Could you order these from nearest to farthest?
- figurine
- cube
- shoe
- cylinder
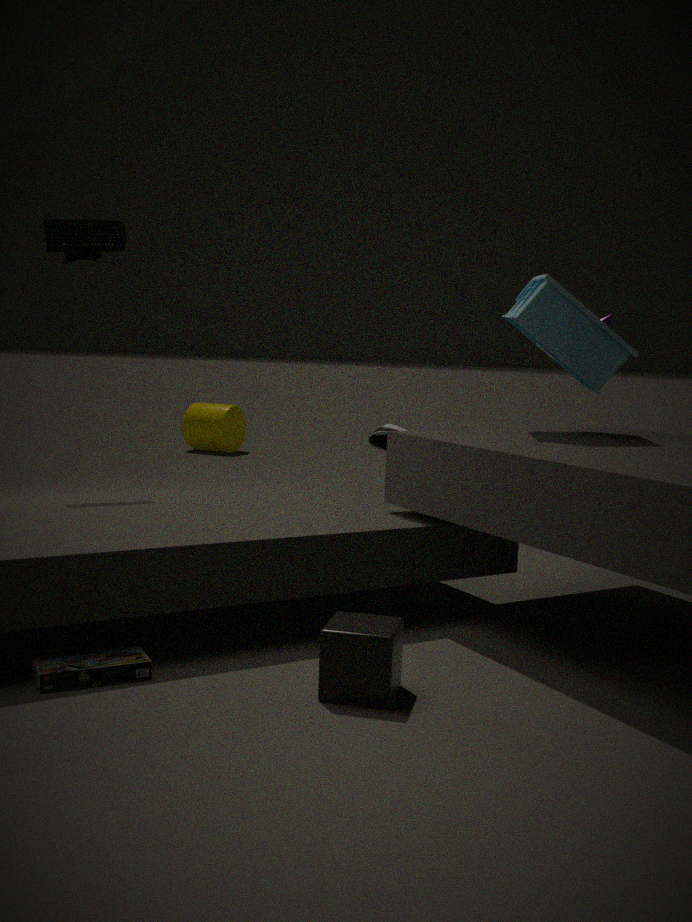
cube < figurine < shoe < cylinder
